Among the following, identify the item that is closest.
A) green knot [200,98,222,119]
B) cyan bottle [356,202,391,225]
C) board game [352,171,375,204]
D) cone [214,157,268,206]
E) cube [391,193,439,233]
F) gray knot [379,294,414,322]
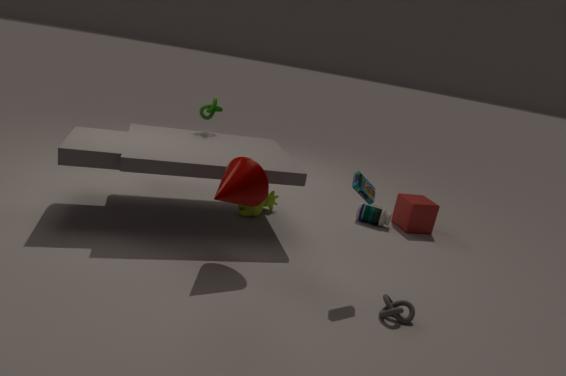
gray knot [379,294,414,322]
